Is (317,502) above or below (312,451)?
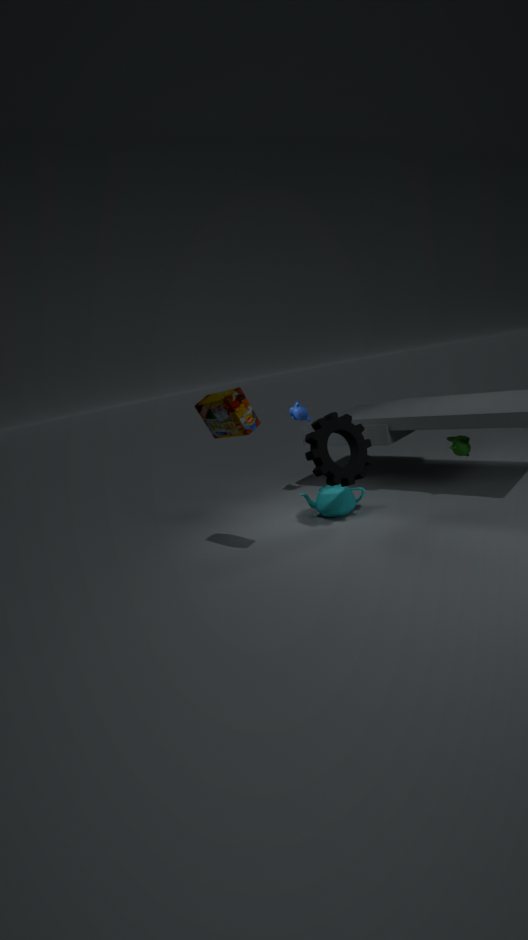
below
